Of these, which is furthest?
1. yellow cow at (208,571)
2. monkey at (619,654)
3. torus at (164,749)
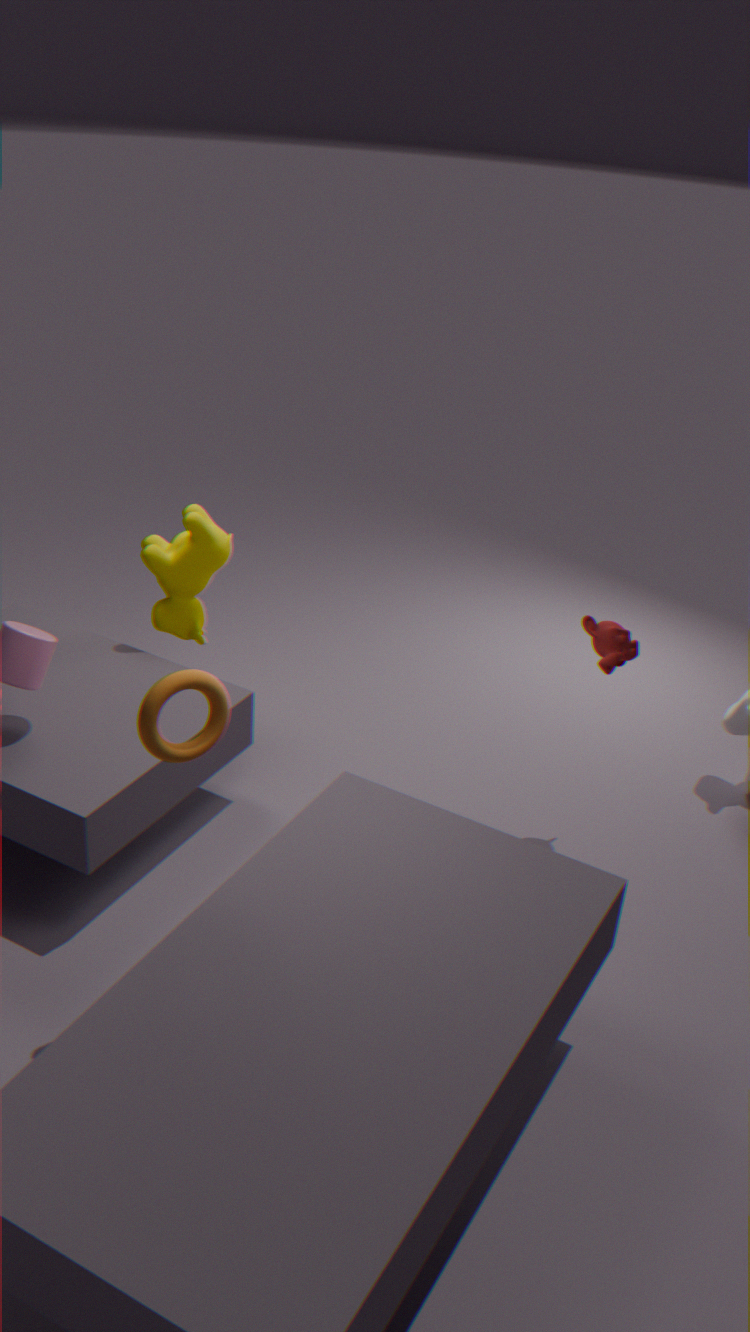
yellow cow at (208,571)
